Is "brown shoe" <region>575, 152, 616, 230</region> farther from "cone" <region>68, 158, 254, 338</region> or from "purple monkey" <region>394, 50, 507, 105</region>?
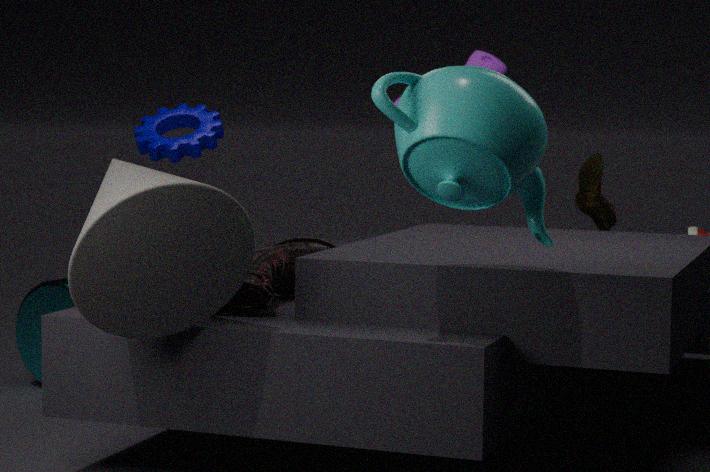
"cone" <region>68, 158, 254, 338</region>
